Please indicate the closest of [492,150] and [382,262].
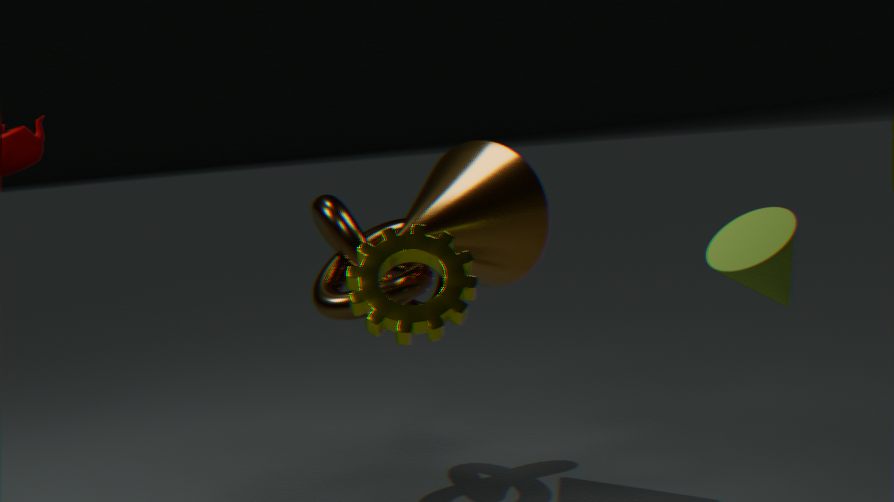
[382,262]
